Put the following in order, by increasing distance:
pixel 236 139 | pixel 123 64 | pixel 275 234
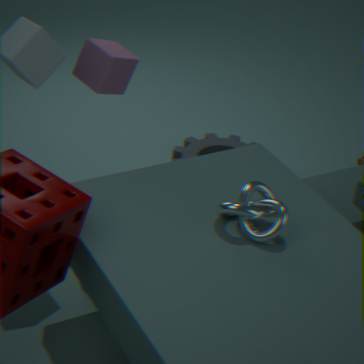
pixel 275 234 → pixel 123 64 → pixel 236 139
